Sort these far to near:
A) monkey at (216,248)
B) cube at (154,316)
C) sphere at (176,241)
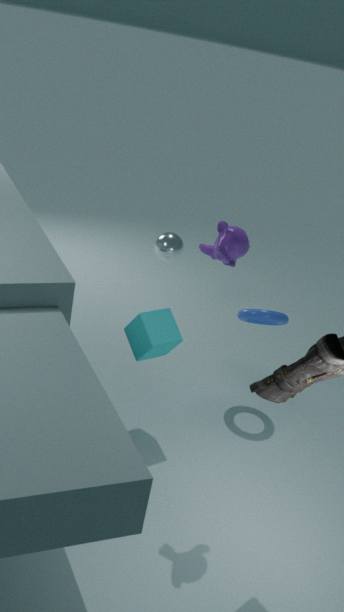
sphere at (176,241) < cube at (154,316) < monkey at (216,248)
